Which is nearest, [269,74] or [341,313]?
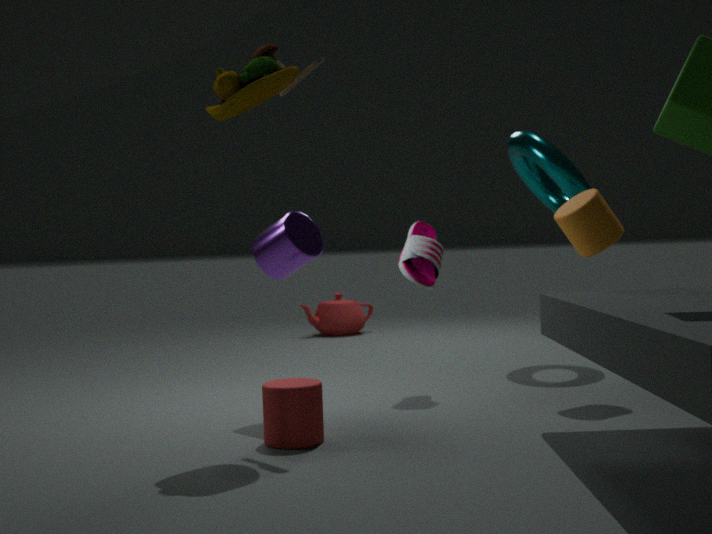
[269,74]
